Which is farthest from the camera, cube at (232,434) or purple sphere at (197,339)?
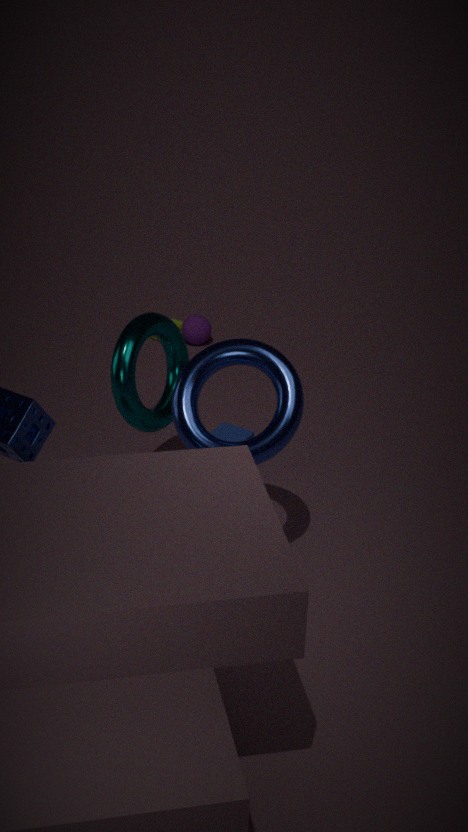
purple sphere at (197,339)
